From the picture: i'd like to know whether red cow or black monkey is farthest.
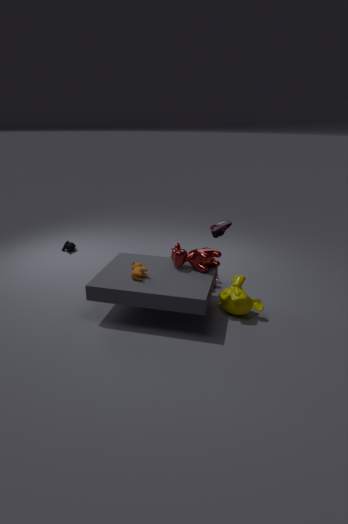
black monkey
